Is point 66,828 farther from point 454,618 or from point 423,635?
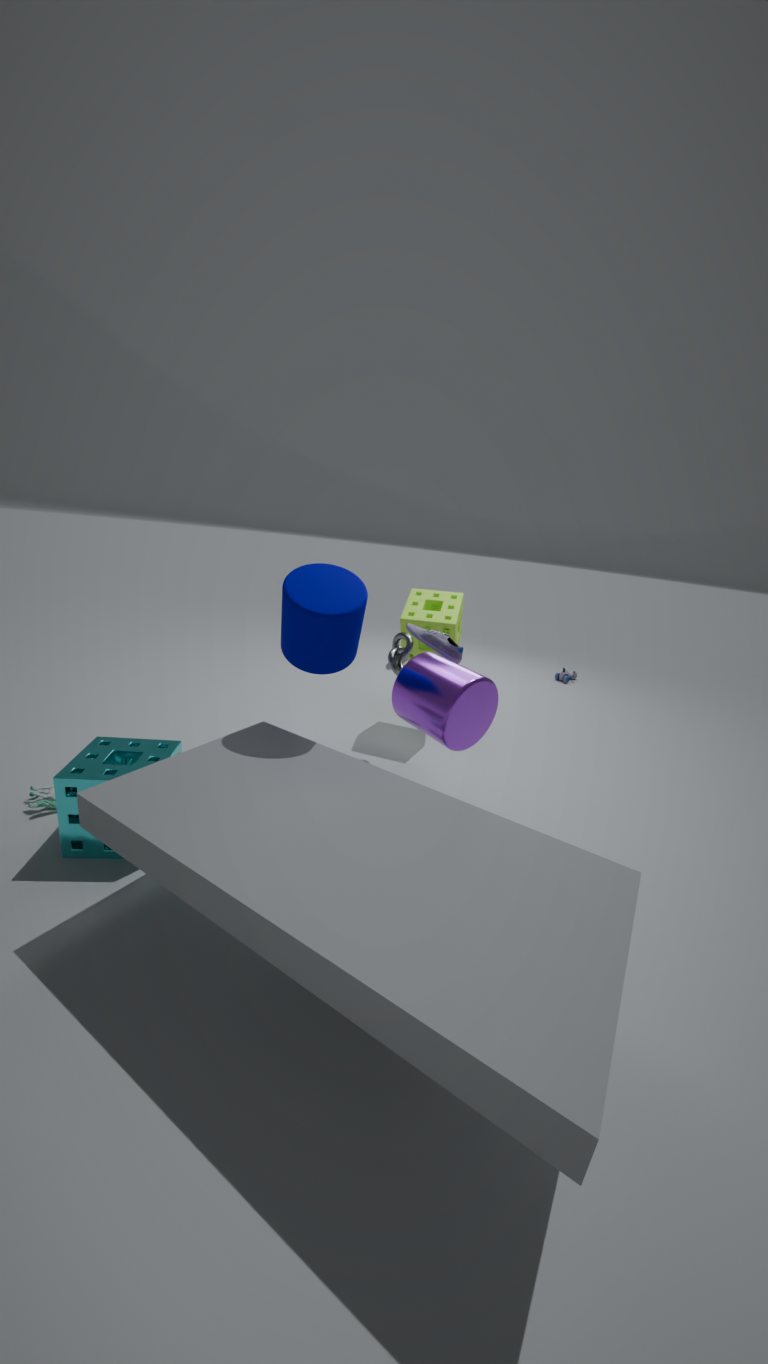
point 454,618
